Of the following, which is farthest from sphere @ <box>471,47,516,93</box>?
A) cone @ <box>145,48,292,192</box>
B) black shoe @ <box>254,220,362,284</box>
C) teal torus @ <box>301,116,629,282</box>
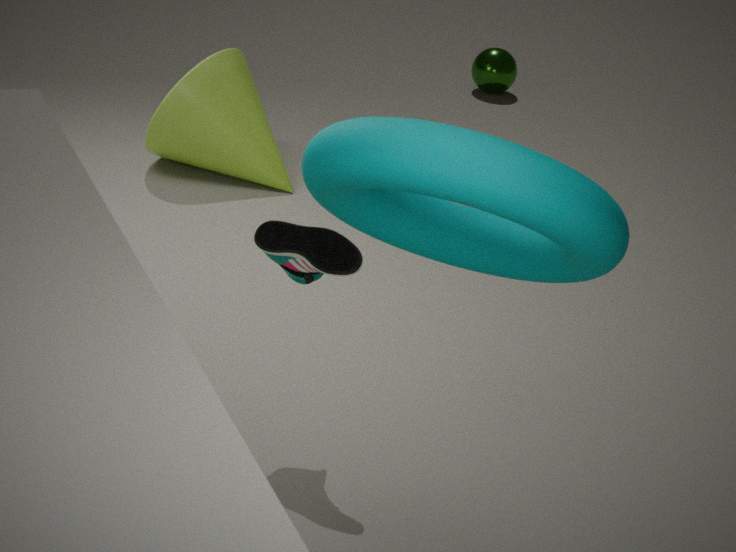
teal torus @ <box>301,116,629,282</box>
